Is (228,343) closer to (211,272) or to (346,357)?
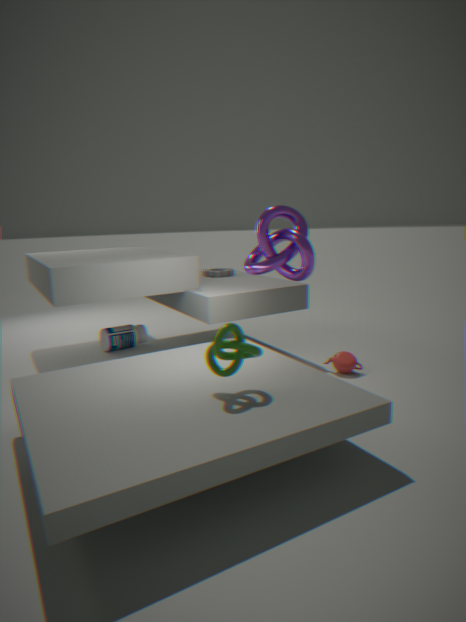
(346,357)
